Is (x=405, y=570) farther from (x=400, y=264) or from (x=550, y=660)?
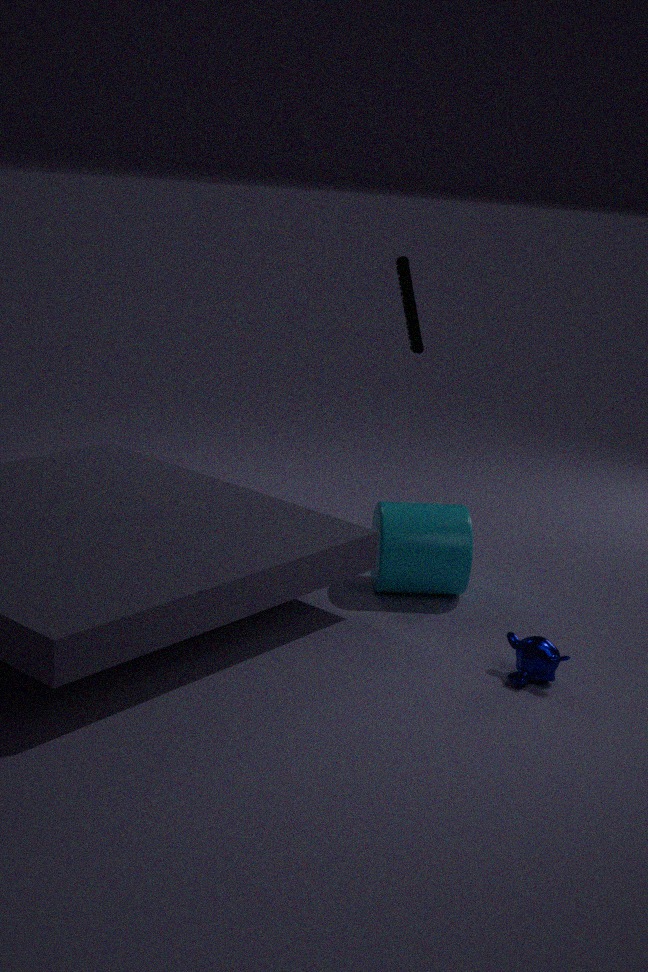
(x=400, y=264)
